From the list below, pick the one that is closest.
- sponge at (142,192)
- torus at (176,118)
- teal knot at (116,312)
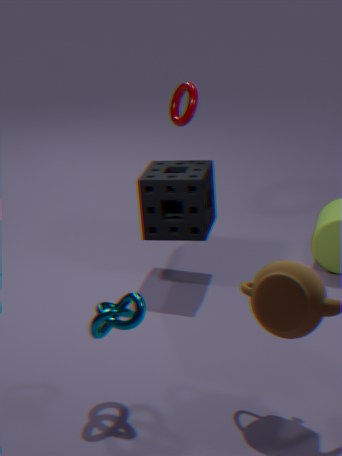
teal knot at (116,312)
